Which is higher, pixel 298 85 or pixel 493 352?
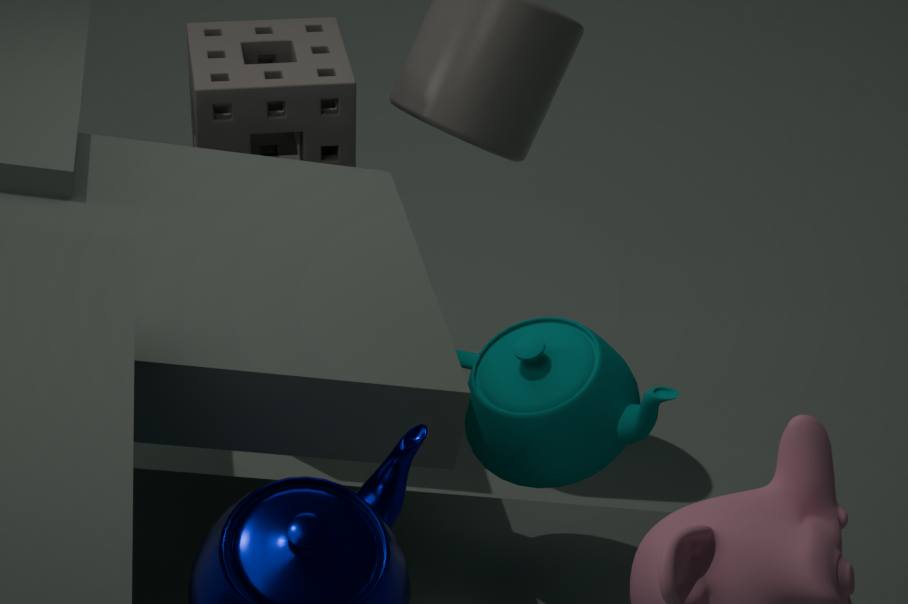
pixel 298 85
